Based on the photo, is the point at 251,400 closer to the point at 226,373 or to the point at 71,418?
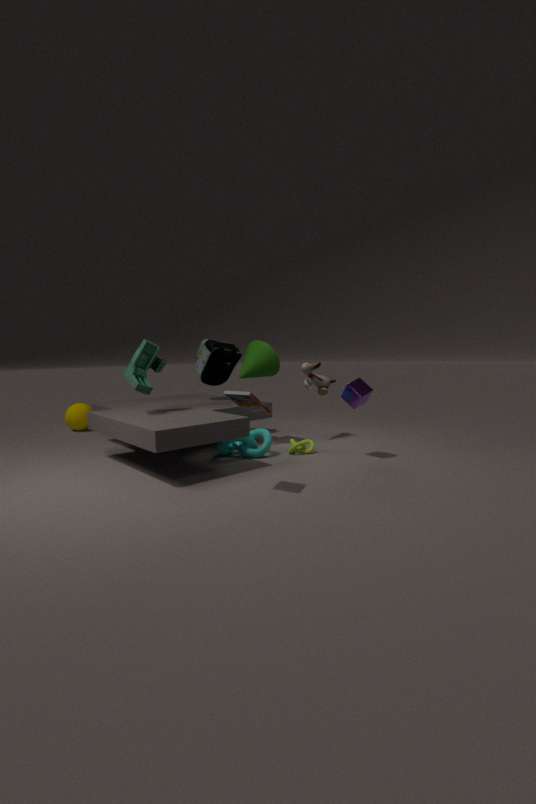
the point at 226,373
